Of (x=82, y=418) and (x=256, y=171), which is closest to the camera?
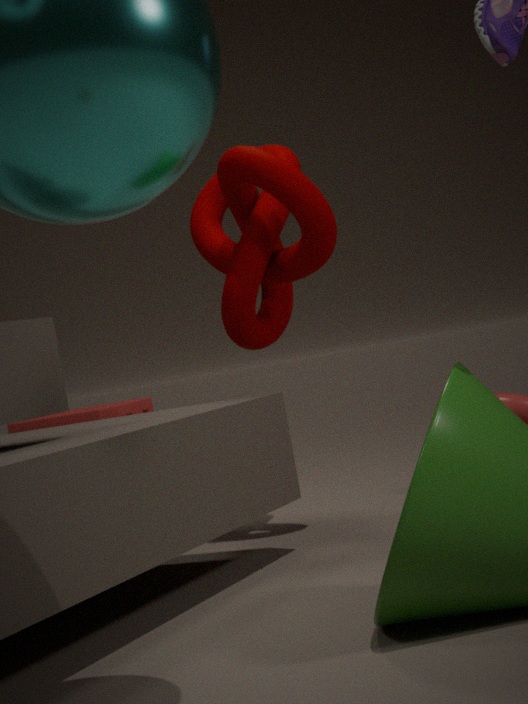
(x=256, y=171)
